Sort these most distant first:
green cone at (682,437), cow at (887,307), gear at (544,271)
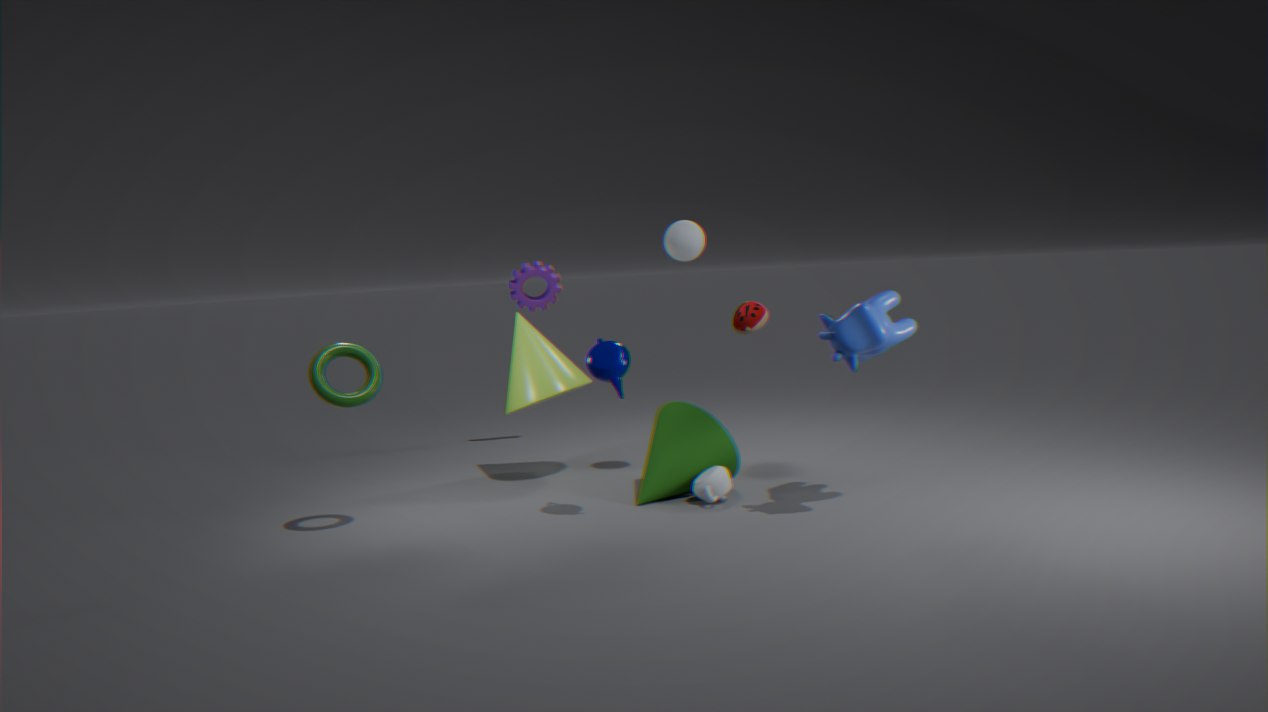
gear at (544,271), green cone at (682,437), cow at (887,307)
